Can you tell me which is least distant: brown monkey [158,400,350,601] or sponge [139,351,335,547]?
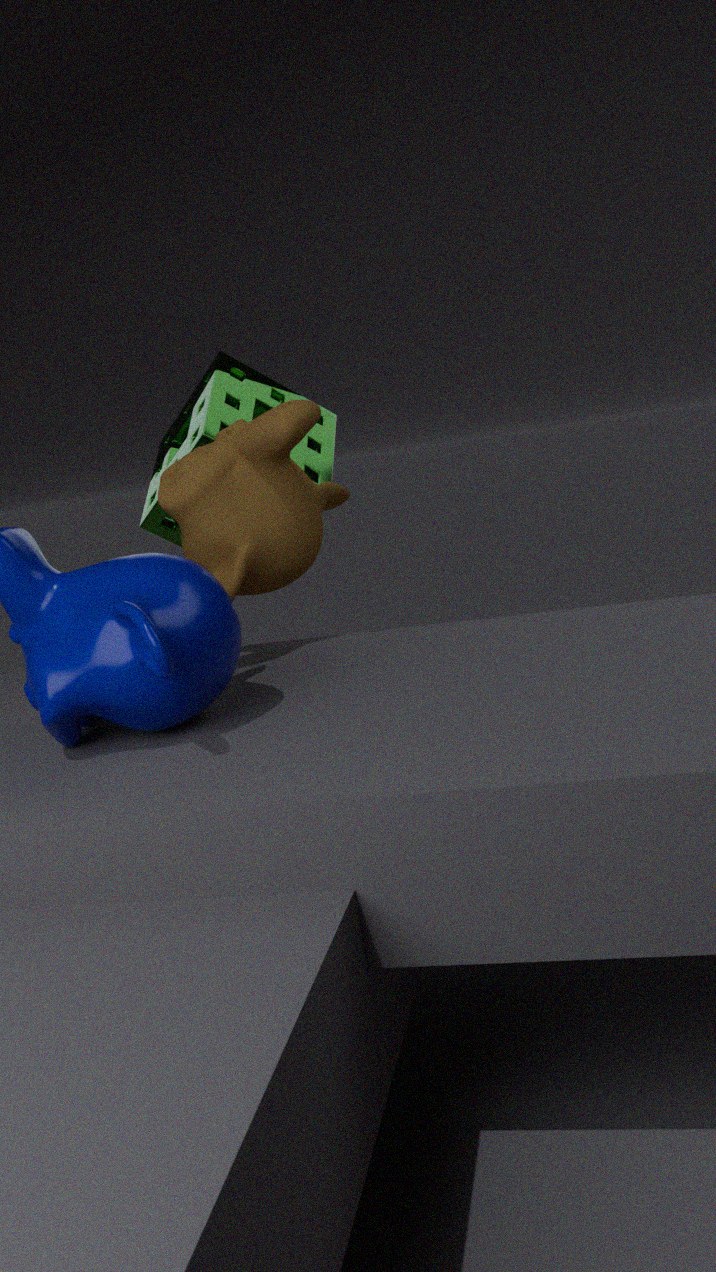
brown monkey [158,400,350,601]
